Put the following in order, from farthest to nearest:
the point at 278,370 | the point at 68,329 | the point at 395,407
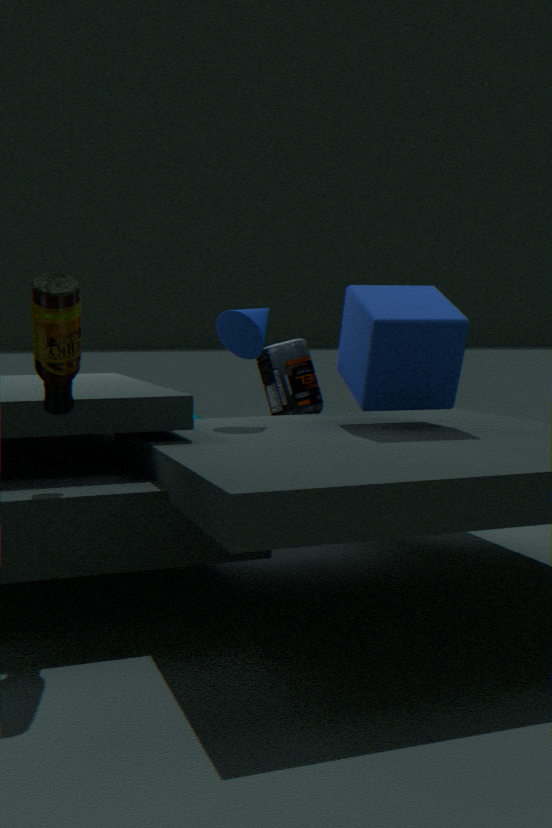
the point at 278,370, the point at 395,407, the point at 68,329
